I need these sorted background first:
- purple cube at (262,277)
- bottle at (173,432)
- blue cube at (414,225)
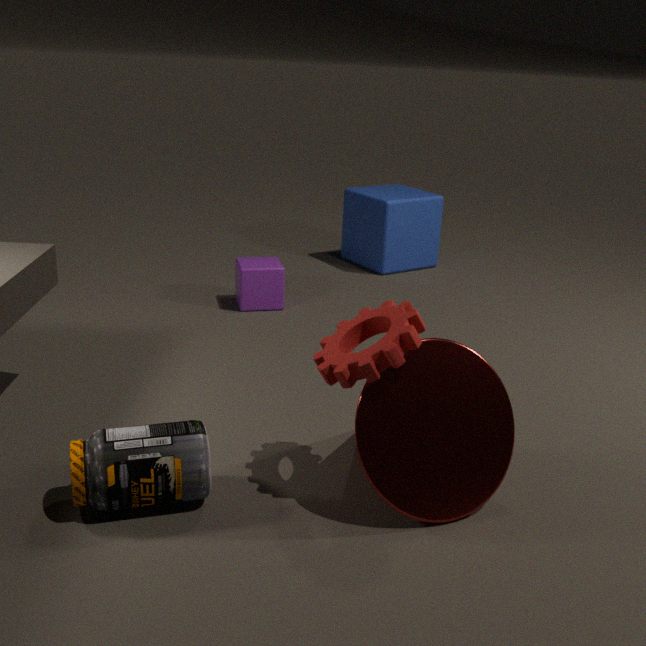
blue cube at (414,225) < purple cube at (262,277) < bottle at (173,432)
